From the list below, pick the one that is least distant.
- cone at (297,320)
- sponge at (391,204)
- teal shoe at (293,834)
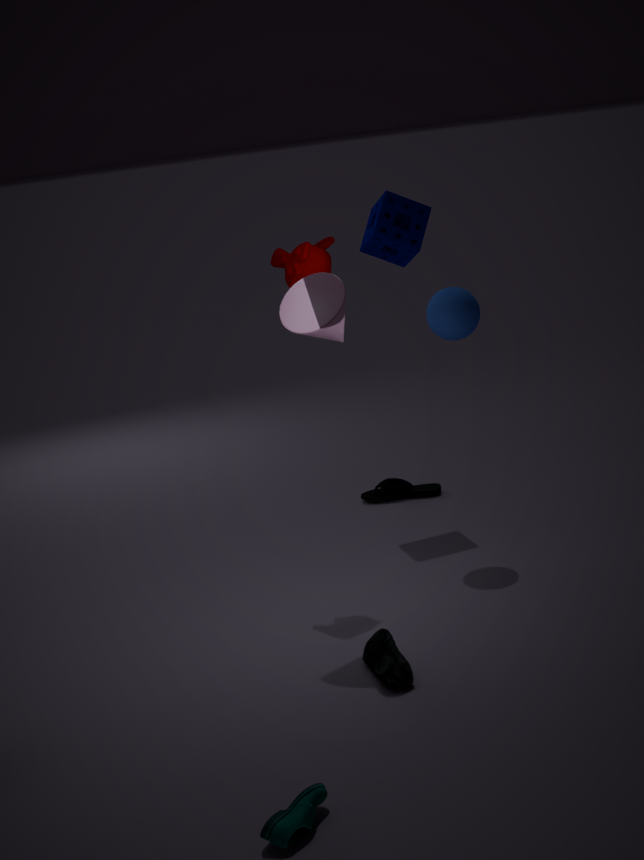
teal shoe at (293,834)
